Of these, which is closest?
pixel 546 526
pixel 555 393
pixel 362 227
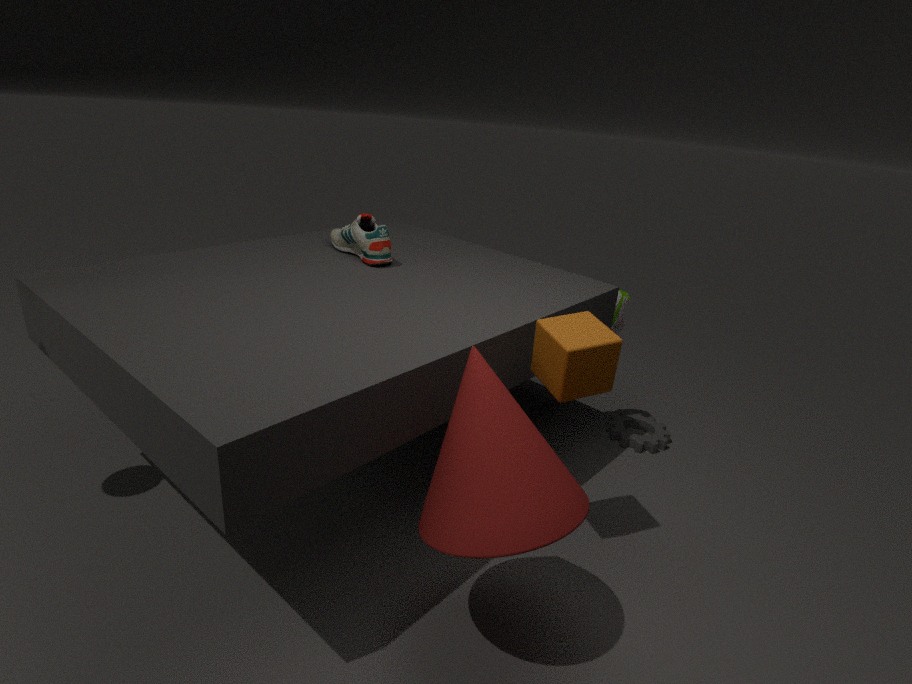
Answer: pixel 546 526
